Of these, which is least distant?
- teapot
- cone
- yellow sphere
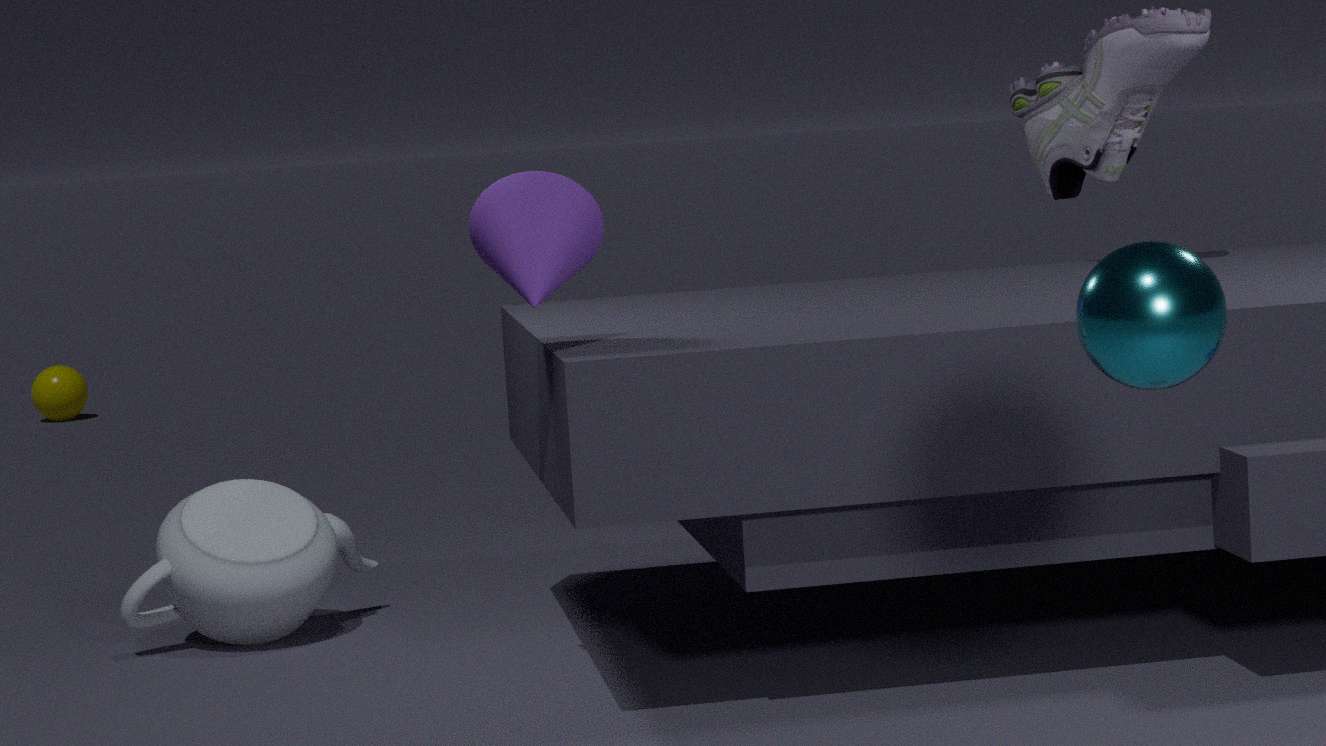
cone
